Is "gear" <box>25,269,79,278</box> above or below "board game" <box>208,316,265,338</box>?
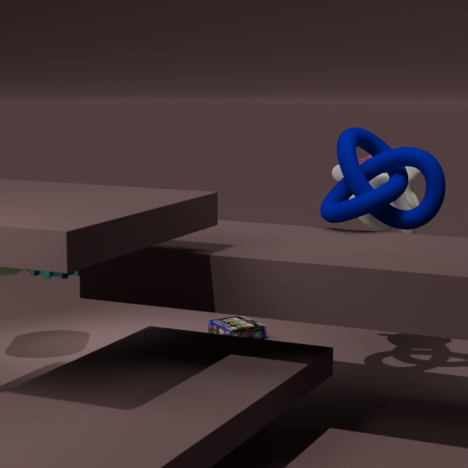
above
